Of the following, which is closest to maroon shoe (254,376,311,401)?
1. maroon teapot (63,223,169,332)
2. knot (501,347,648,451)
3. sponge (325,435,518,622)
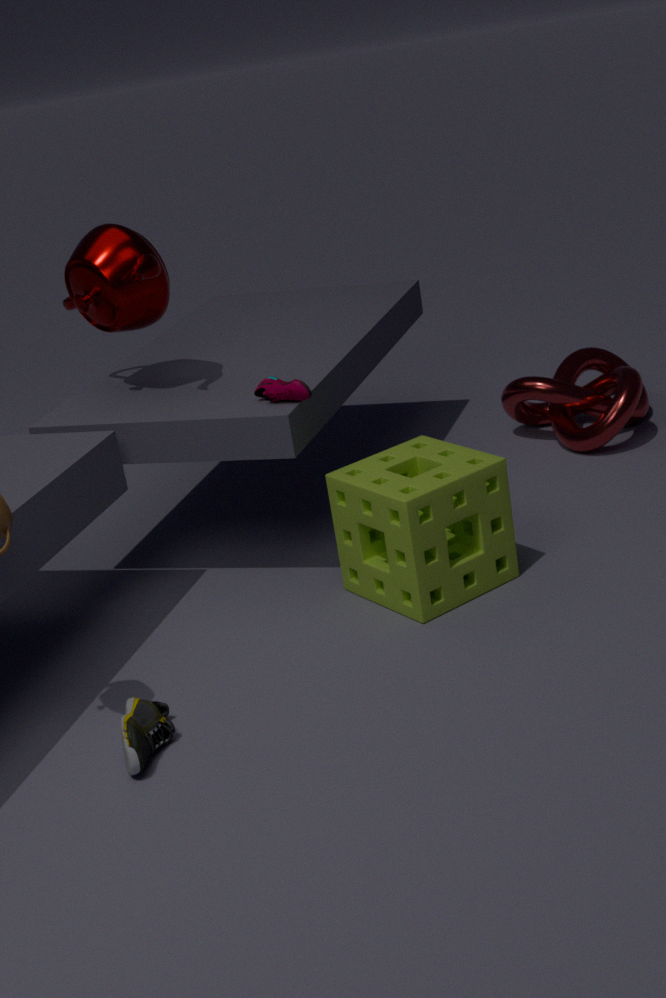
sponge (325,435,518,622)
